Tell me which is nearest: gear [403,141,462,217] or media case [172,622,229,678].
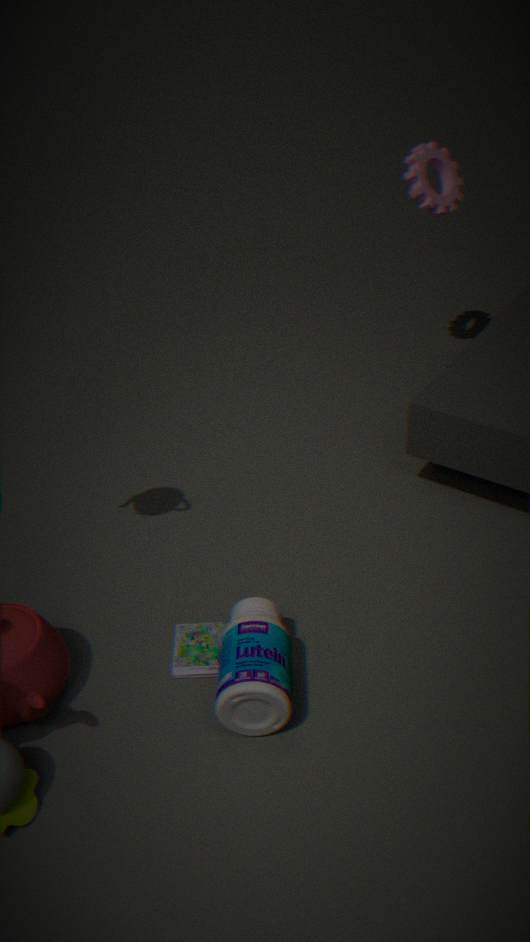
media case [172,622,229,678]
